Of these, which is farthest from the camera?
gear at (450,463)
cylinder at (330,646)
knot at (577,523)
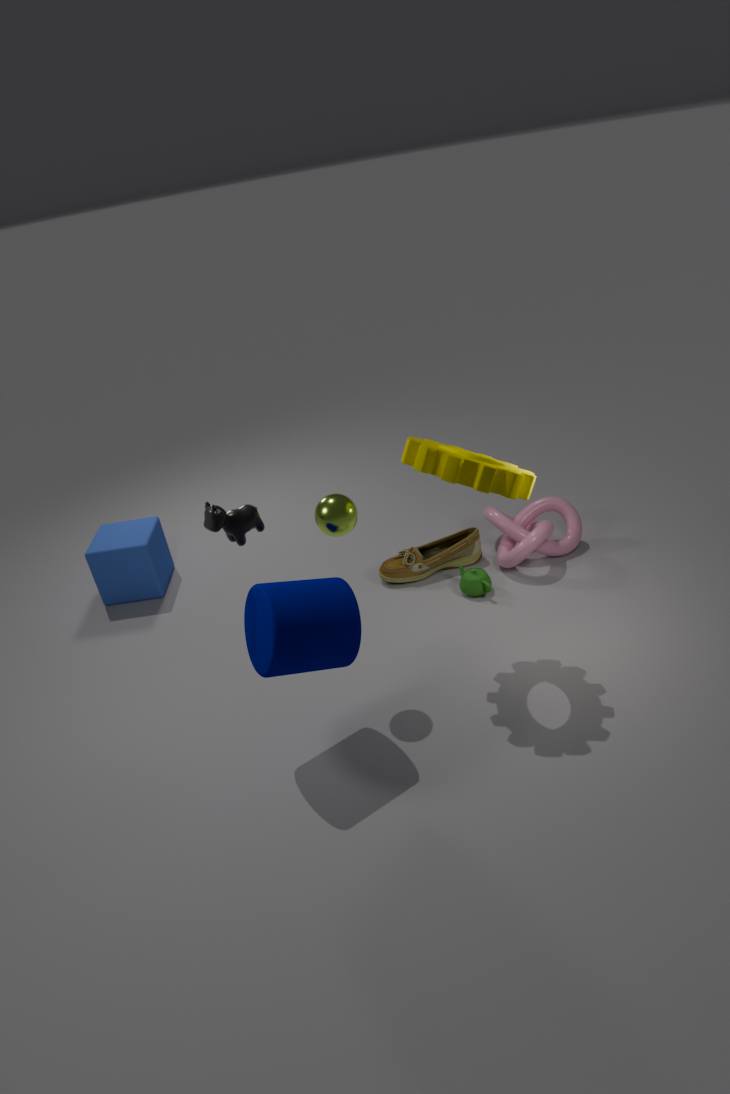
knot at (577,523)
